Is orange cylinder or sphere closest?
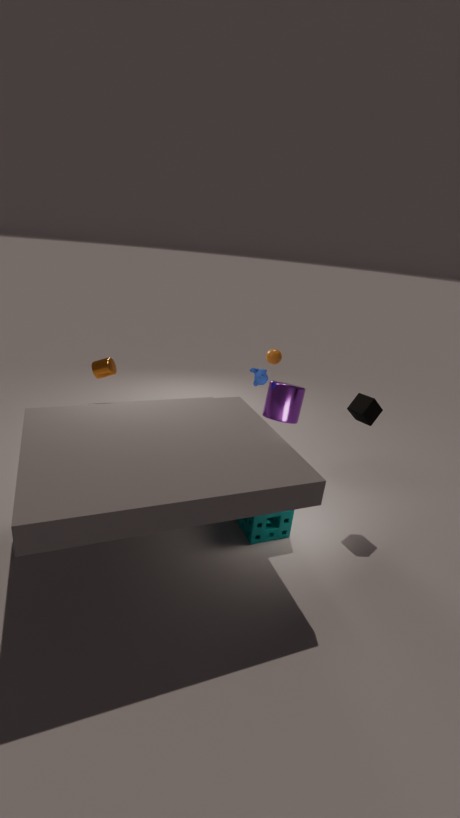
orange cylinder
